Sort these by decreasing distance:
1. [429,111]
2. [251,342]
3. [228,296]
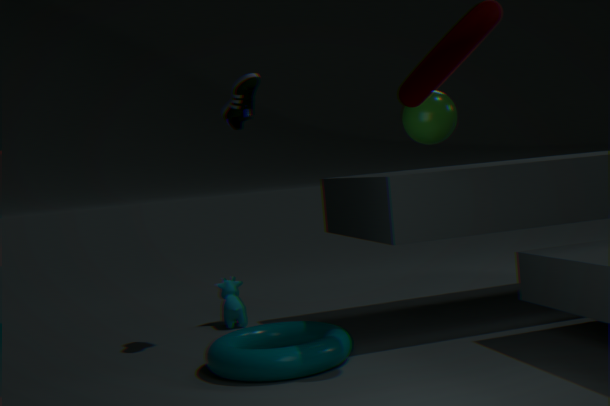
1. [228,296]
2. [251,342]
3. [429,111]
